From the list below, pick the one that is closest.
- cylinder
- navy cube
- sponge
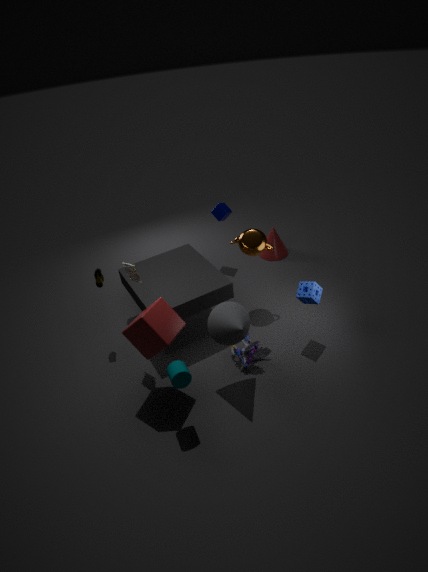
cylinder
